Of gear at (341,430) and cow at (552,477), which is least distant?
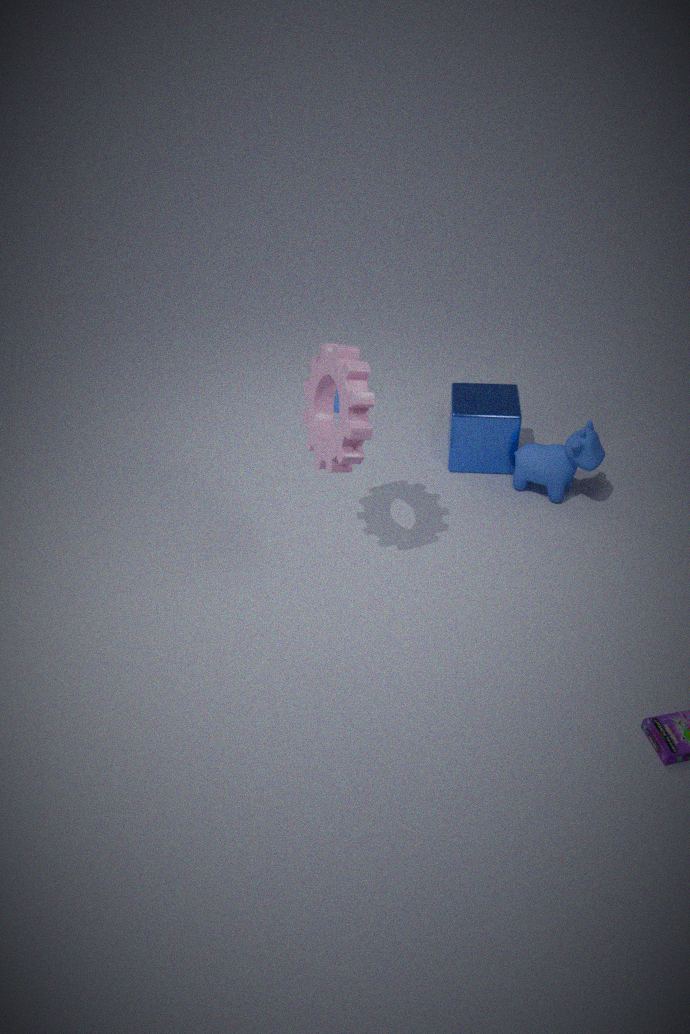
gear at (341,430)
